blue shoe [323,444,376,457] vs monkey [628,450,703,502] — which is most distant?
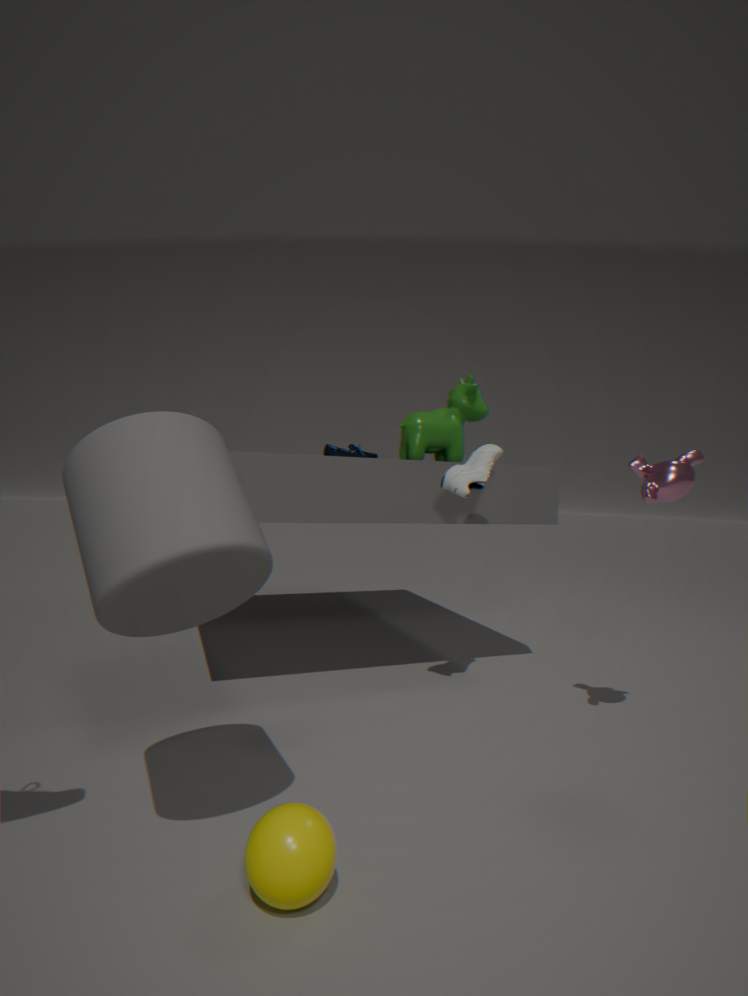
blue shoe [323,444,376,457]
